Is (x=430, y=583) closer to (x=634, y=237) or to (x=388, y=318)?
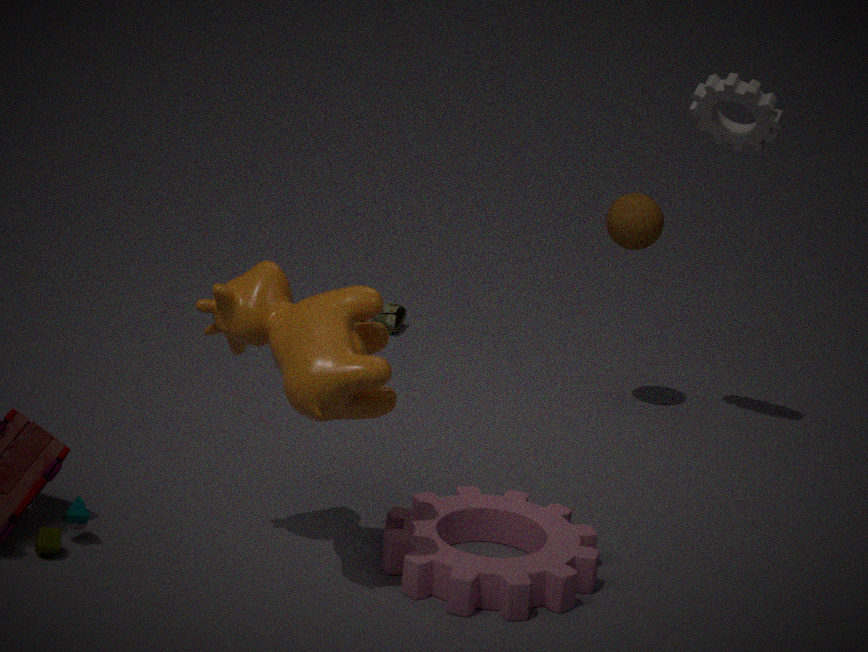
(x=634, y=237)
